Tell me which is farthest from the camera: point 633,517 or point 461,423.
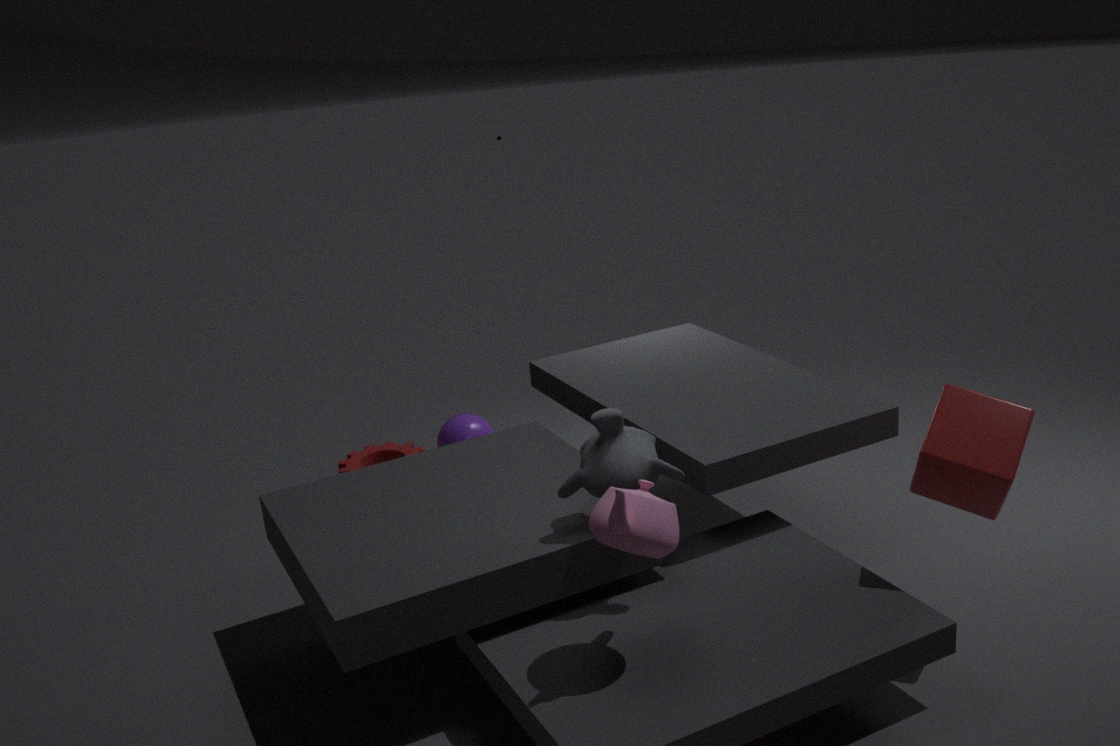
point 461,423
